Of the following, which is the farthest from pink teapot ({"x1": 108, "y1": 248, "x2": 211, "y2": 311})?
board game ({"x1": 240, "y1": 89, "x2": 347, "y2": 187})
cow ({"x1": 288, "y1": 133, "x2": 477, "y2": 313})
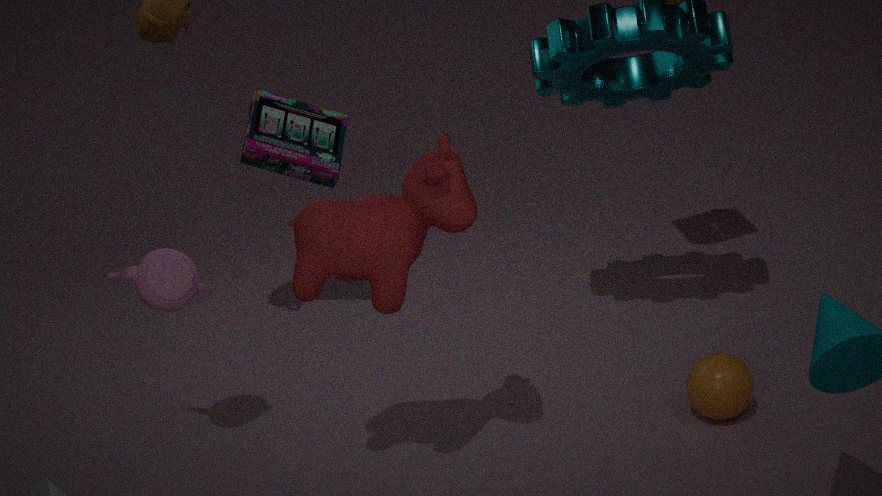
board game ({"x1": 240, "y1": 89, "x2": 347, "y2": 187})
